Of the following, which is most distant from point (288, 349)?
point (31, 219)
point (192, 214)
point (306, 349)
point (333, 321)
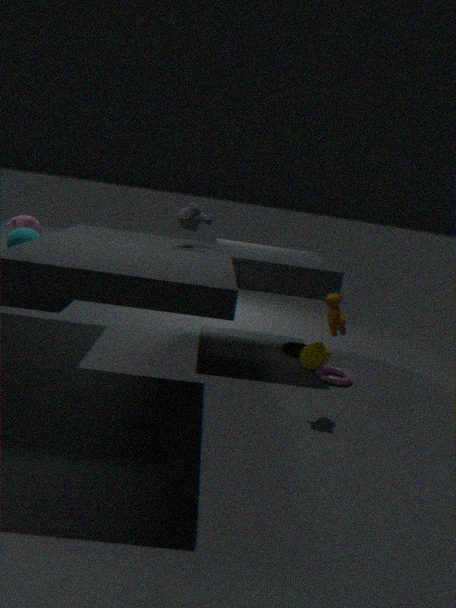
point (31, 219)
